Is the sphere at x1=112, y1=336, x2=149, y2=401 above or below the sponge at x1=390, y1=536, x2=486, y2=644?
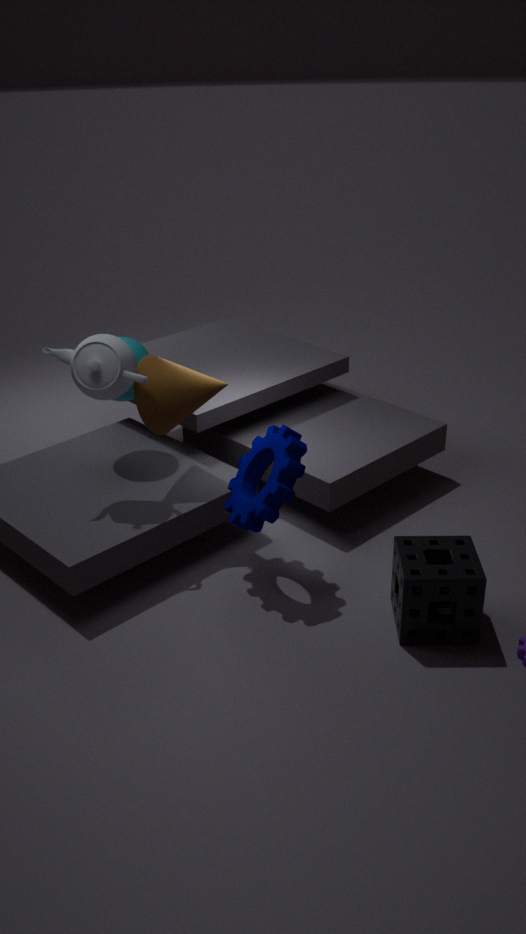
above
